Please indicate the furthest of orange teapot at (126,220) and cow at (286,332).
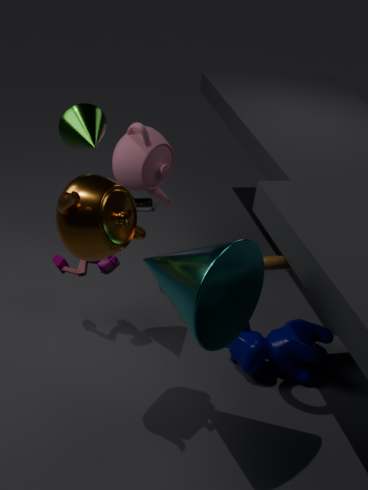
cow at (286,332)
